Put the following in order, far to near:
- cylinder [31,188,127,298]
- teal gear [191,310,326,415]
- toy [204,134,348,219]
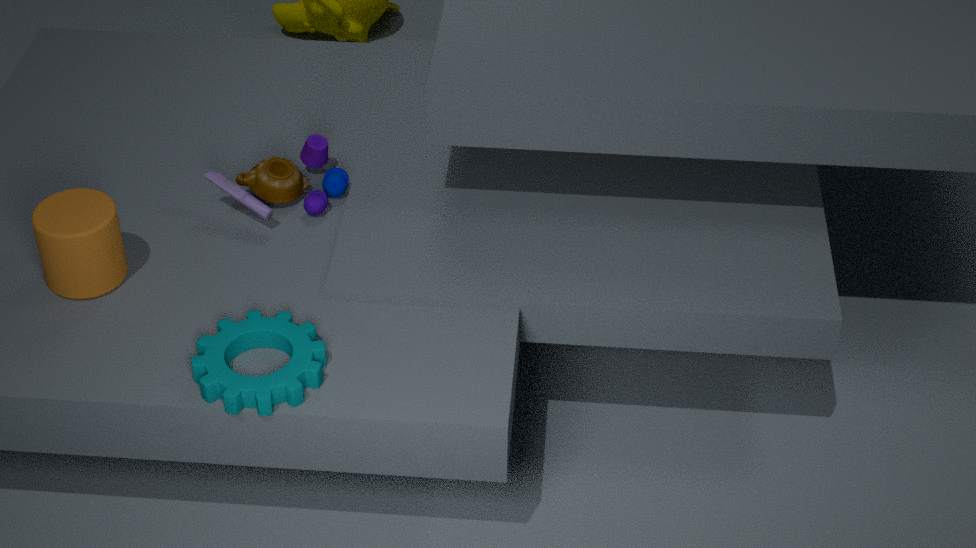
toy [204,134,348,219], cylinder [31,188,127,298], teal gear [191,310,326,415]
